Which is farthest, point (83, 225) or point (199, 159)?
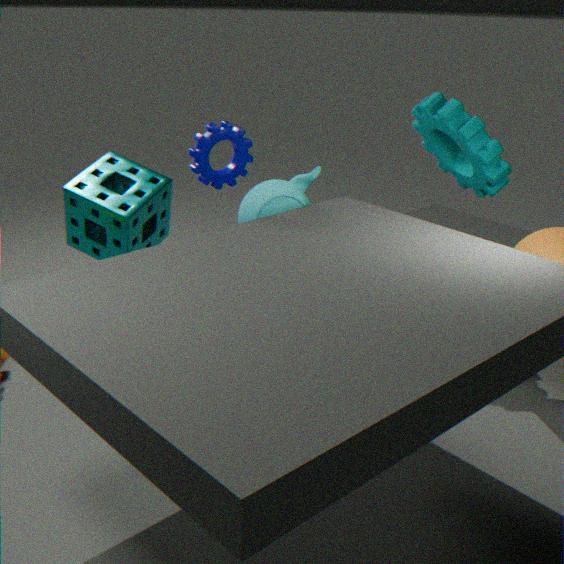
point (83, 225)
